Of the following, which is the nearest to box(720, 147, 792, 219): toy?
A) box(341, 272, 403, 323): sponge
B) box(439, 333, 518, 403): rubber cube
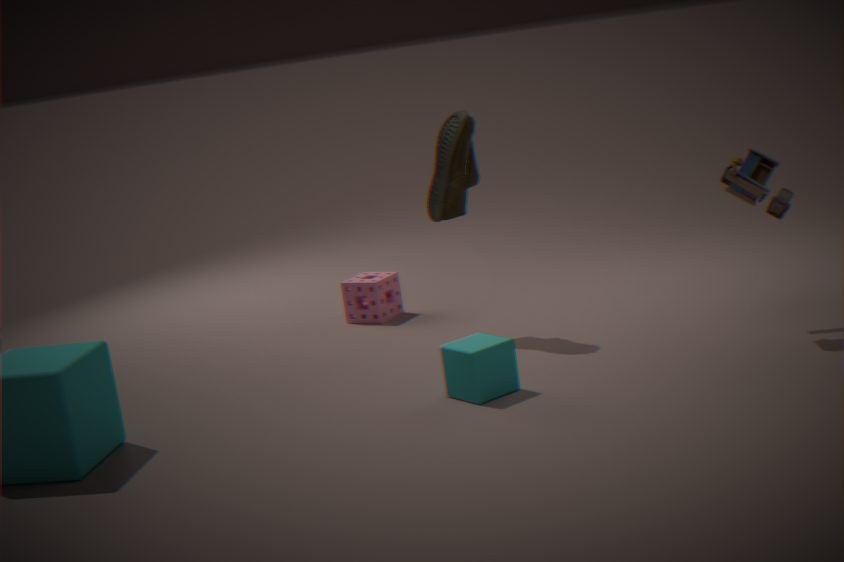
box(439, 333, 518, 403): rubber cube
